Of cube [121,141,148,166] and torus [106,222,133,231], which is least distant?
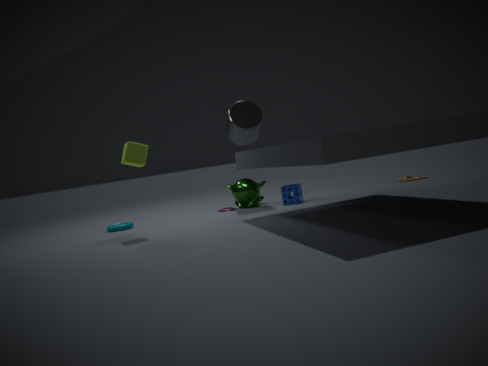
cube [121,141,148,166]
